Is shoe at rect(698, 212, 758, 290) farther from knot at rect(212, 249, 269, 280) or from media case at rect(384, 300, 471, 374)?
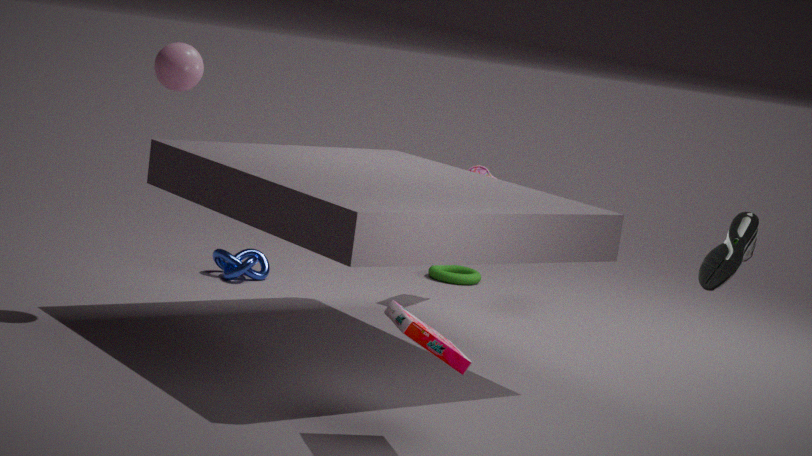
knot at rect(212, 249, 269, 280)
